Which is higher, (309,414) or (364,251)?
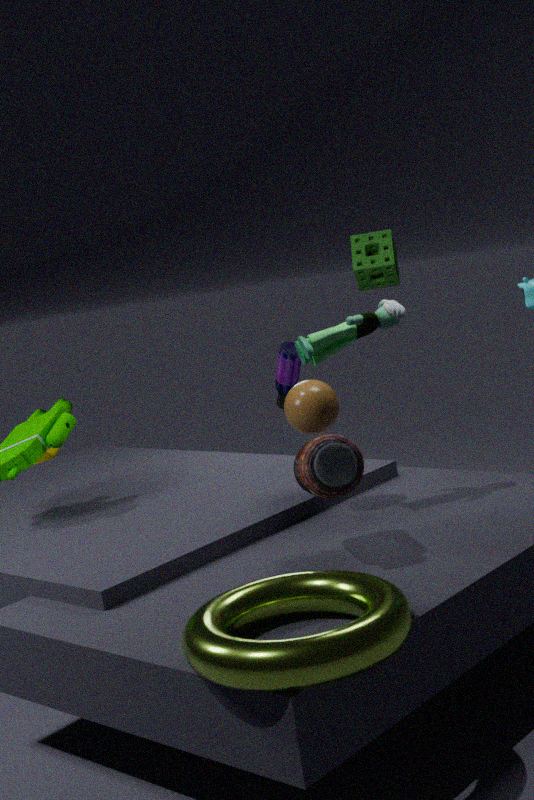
(364,251)
